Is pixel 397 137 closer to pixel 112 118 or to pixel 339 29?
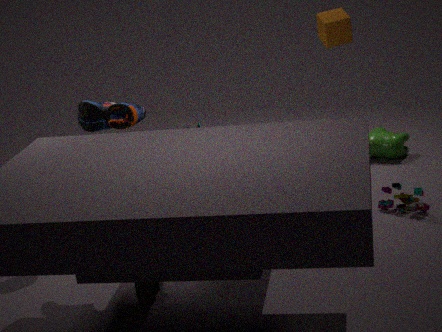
pixel 339 29
